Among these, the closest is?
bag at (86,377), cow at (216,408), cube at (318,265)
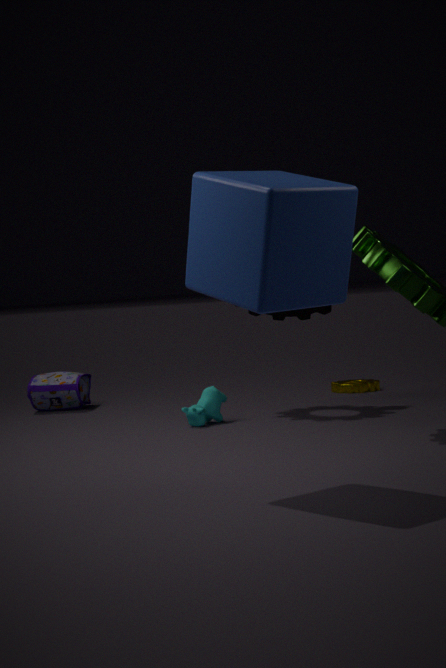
cube at (318,265)
